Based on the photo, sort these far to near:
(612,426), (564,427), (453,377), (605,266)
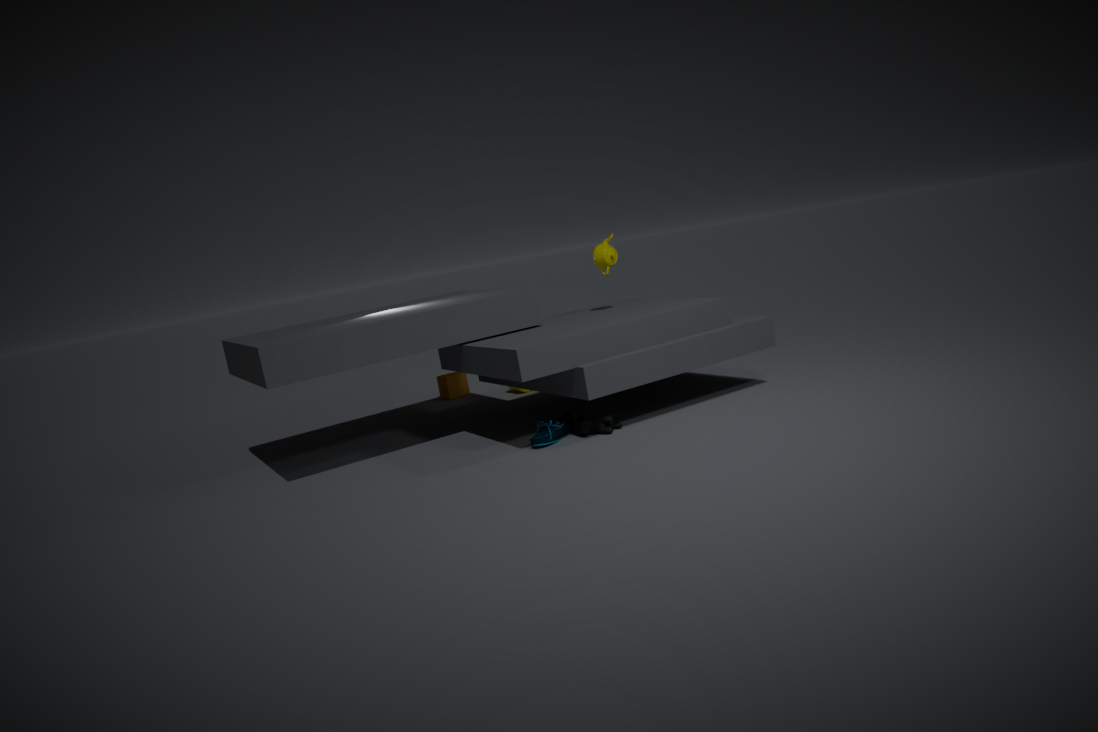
(453,377) → (605,266) → (564,427) → (612,426)
